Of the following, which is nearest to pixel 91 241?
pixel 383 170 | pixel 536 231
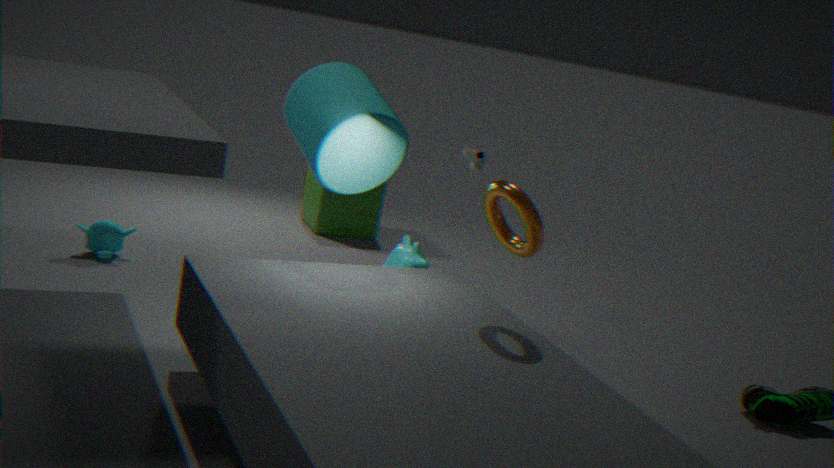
pixel 383 170
